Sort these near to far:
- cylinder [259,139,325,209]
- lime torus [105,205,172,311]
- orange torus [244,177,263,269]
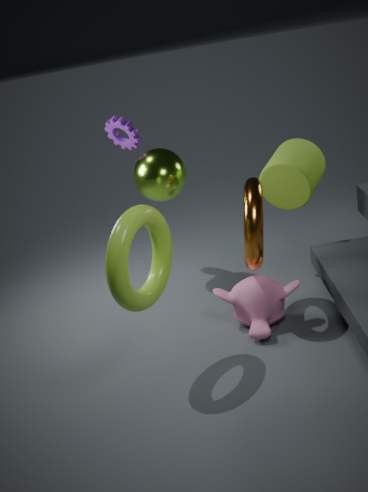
1. lime torus [105,205,172,311]
2. orange torus [244,177,263,269]
3. cylinder [259,139,325,209]
